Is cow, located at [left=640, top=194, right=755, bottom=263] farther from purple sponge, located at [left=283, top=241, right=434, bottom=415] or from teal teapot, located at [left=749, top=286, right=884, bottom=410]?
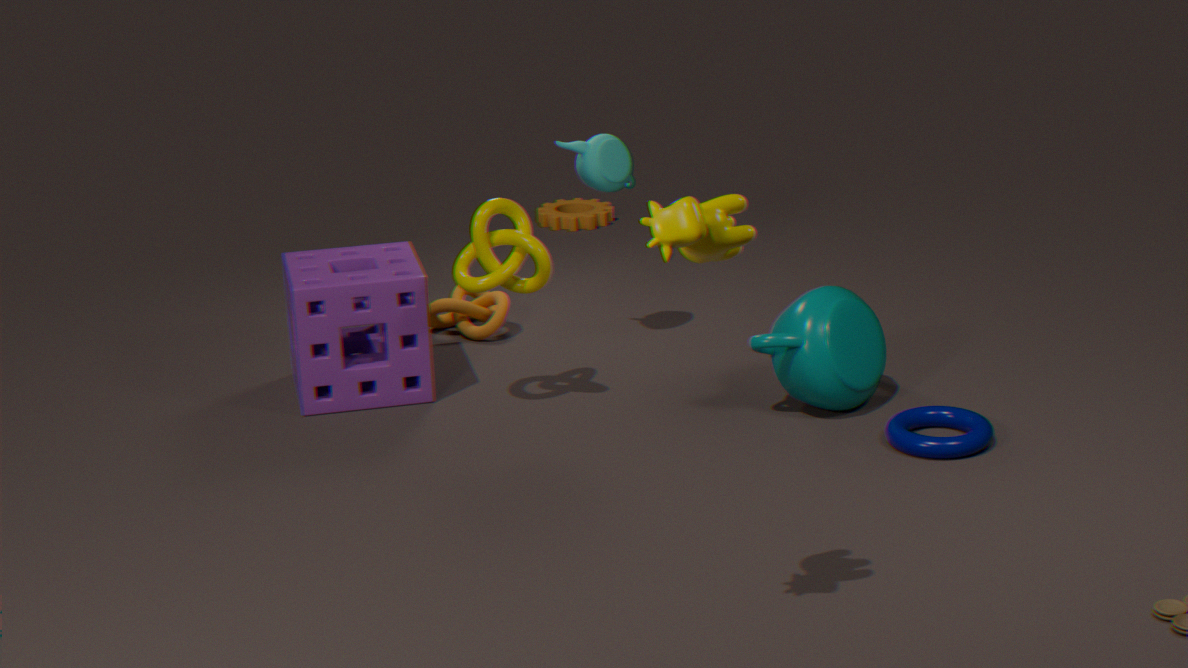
purple sponge, located at [left=283, top=241, right=434, bottom=415]
